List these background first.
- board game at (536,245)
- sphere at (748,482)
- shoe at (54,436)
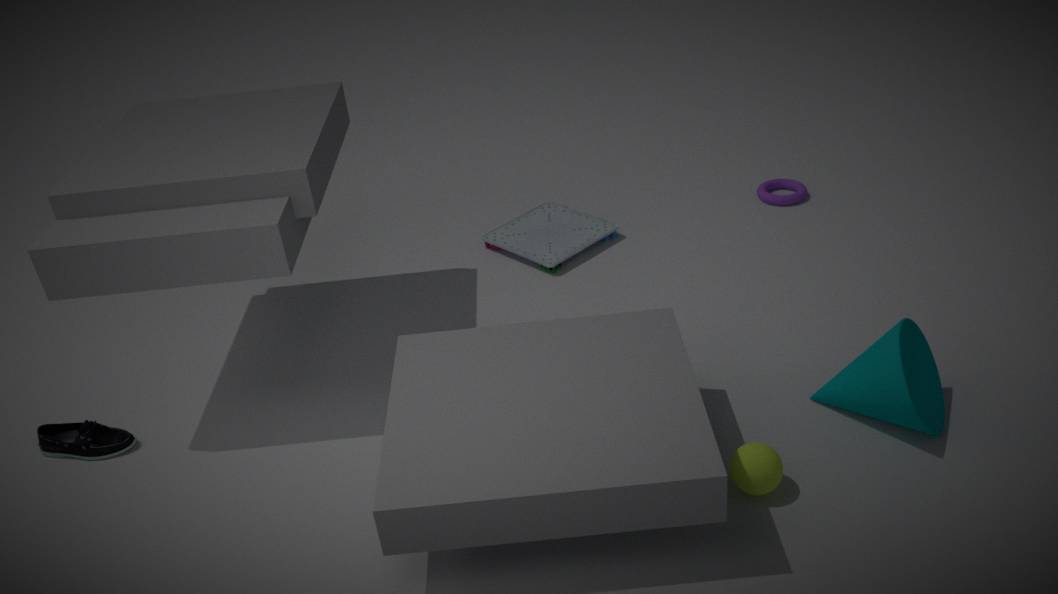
board game at (536,245) < shoe at (54,436) < sphere at (748,482)
